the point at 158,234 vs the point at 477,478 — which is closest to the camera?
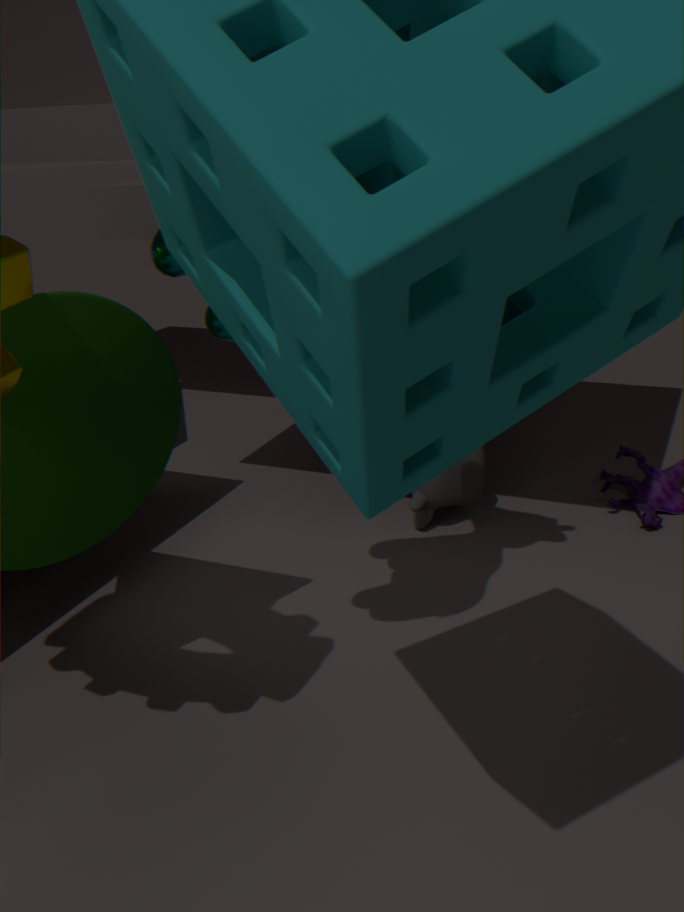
the point at 158,234
